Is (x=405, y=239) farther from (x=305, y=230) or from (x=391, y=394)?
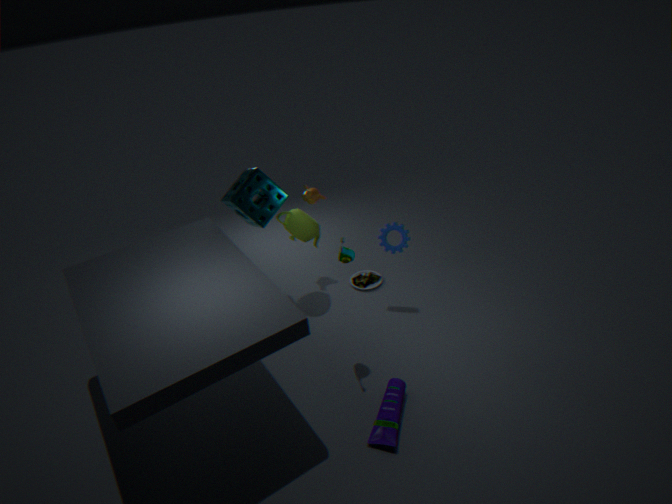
(x=391, y=394)
